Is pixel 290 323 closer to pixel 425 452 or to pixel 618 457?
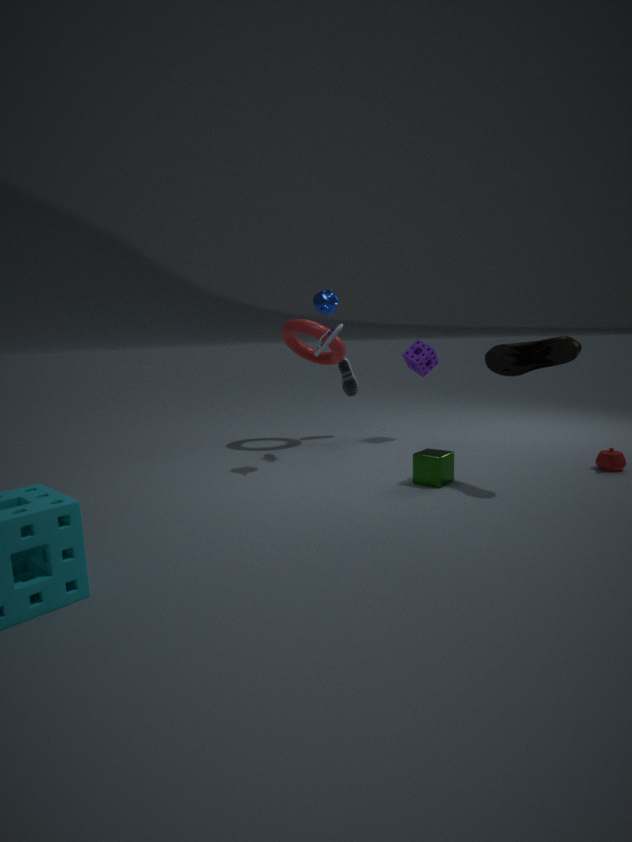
pixel 425 452
